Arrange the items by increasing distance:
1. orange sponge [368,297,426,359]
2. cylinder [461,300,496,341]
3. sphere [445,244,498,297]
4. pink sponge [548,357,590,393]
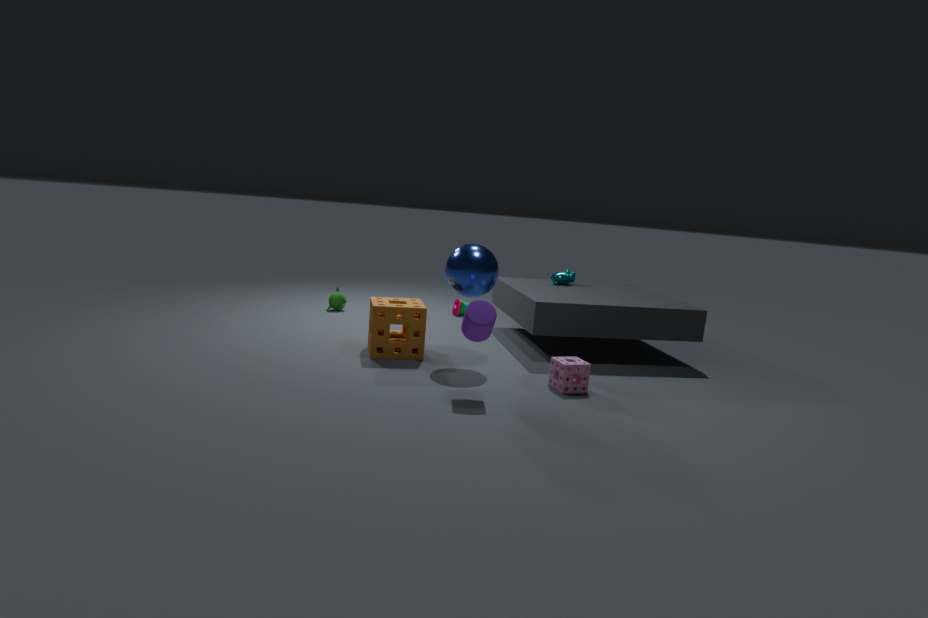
cylinder [461,300,496,341] < pink sponge [548,357,590,393] < sphere [445,244,498,297] < orange sponge [368,297,426,359]
